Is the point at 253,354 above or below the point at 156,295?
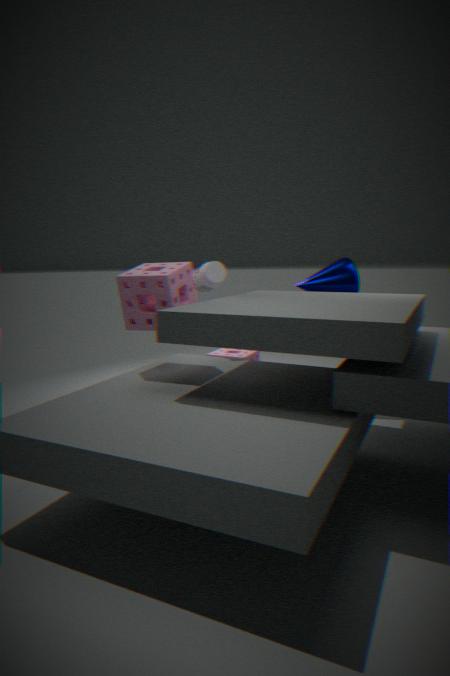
below
